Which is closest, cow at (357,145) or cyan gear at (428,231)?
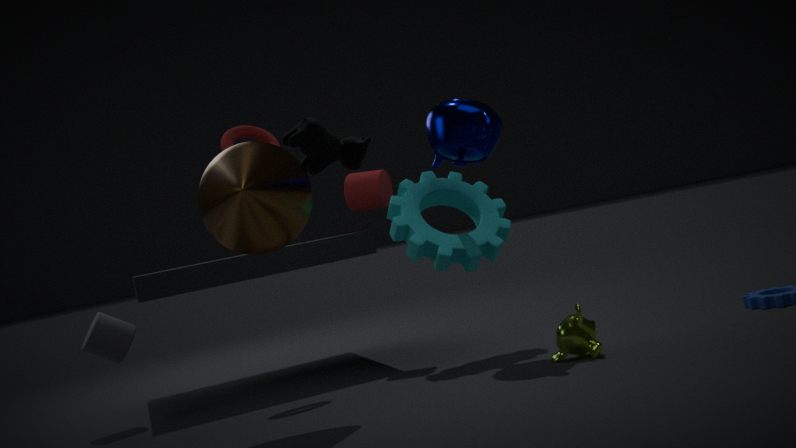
cow at (357,145)
